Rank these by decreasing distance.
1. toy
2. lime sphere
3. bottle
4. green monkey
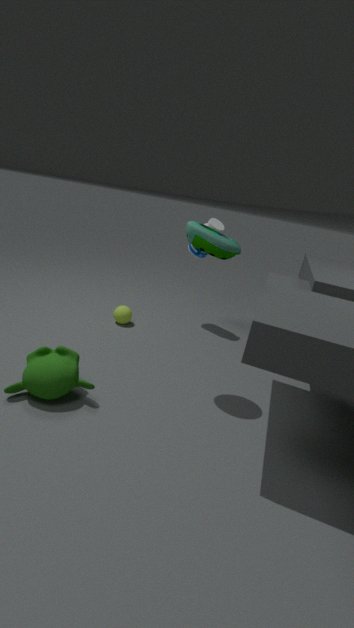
lime sphere → bottle → toy → green monkey
